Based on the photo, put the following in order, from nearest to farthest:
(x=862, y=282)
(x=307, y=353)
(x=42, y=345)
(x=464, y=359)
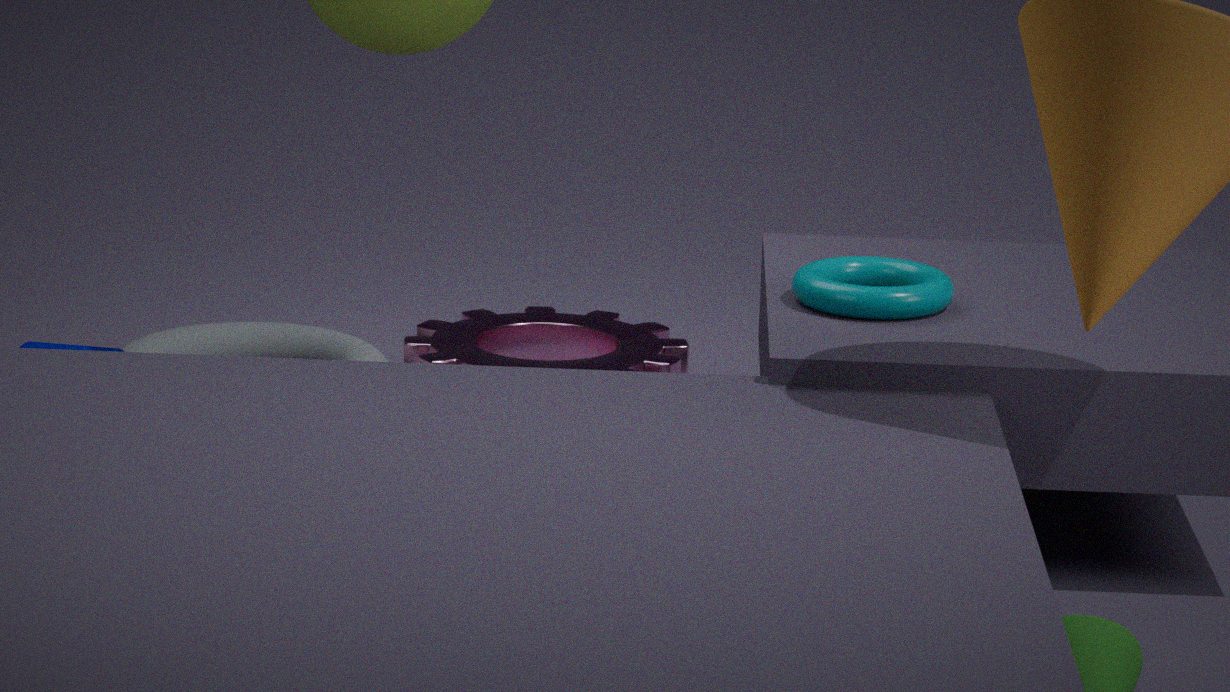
(x=862, y=282), (x=42, y=345), (x=464, y=359), (x=307, y=353)
